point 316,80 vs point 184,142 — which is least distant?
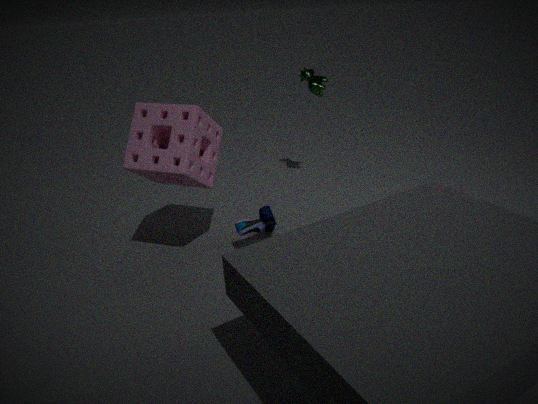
point 184,142
